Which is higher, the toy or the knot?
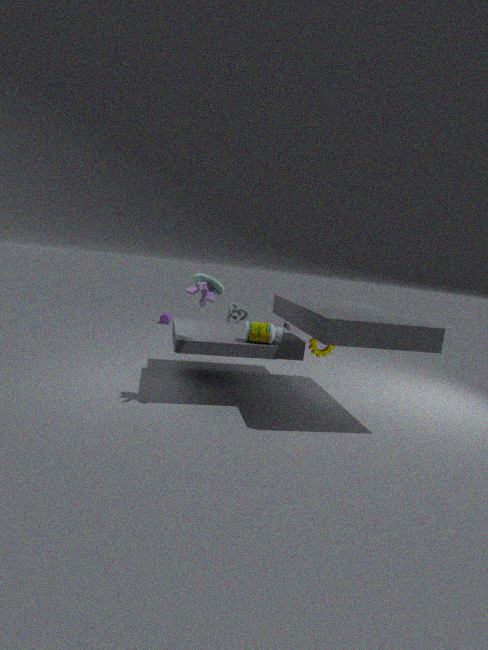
the toy
